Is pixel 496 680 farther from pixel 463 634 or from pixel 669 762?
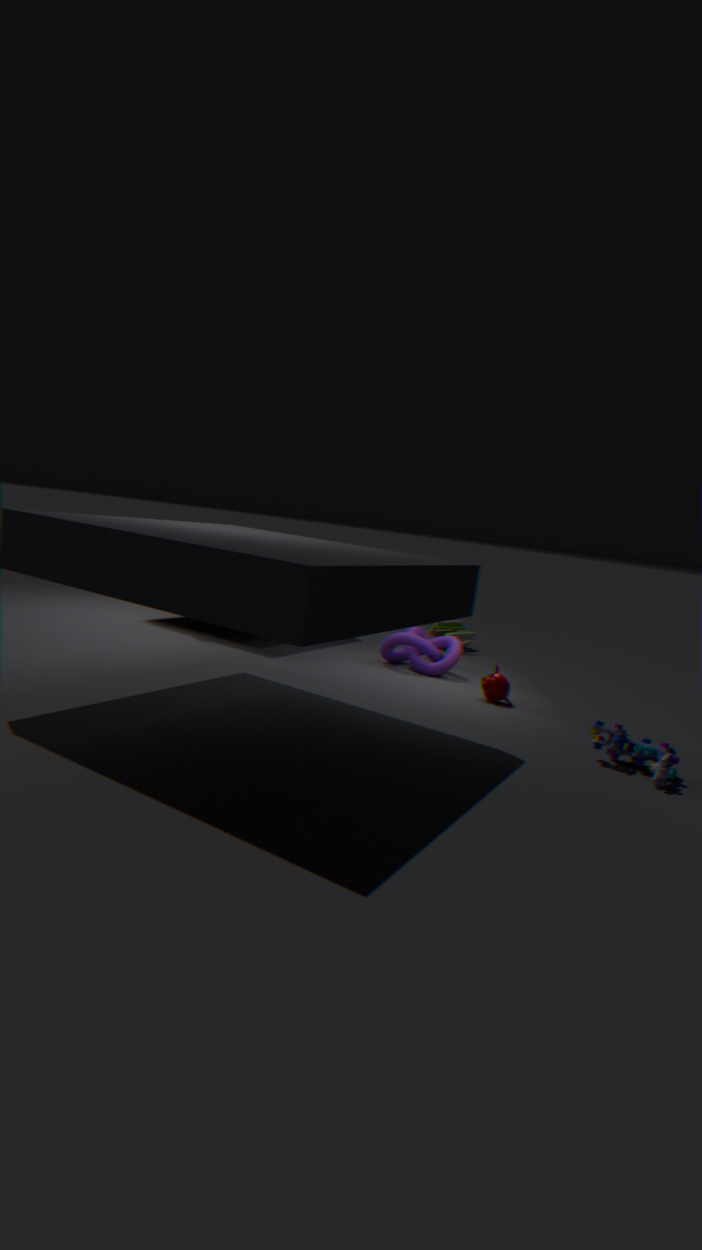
pixel 463 634
